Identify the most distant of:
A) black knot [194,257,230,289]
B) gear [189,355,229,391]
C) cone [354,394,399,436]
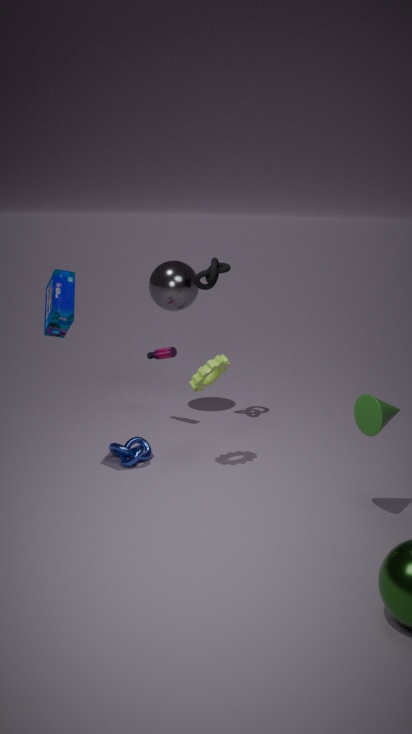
black knot [194,257,230,289]
